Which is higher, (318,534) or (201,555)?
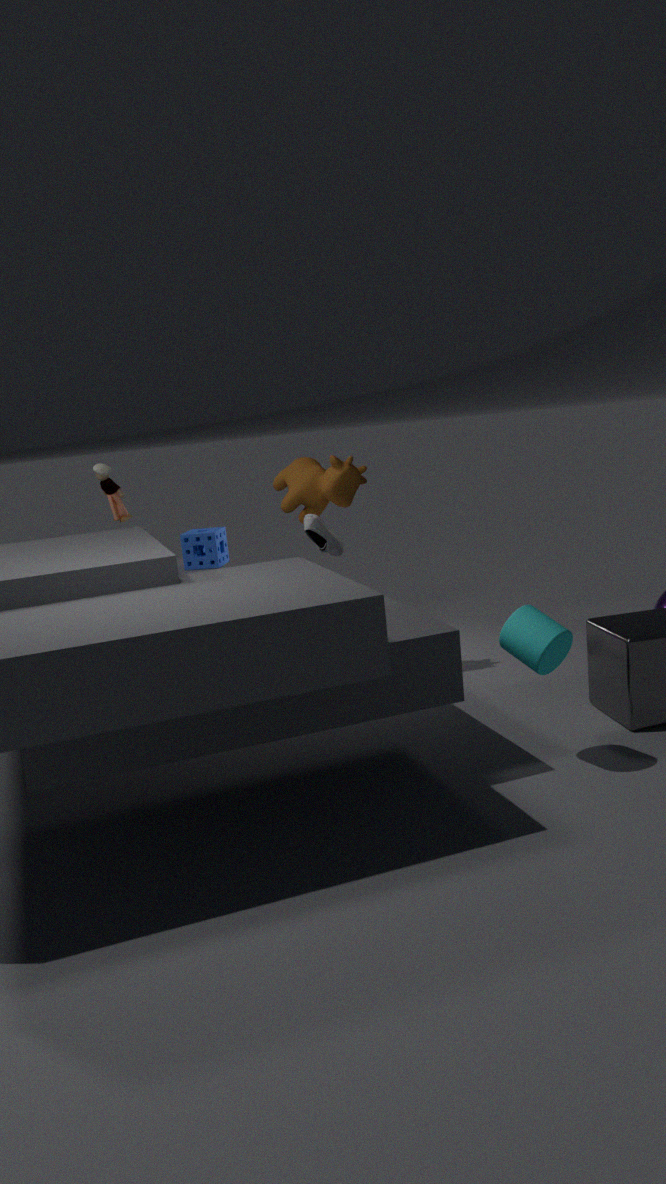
(318,534)
